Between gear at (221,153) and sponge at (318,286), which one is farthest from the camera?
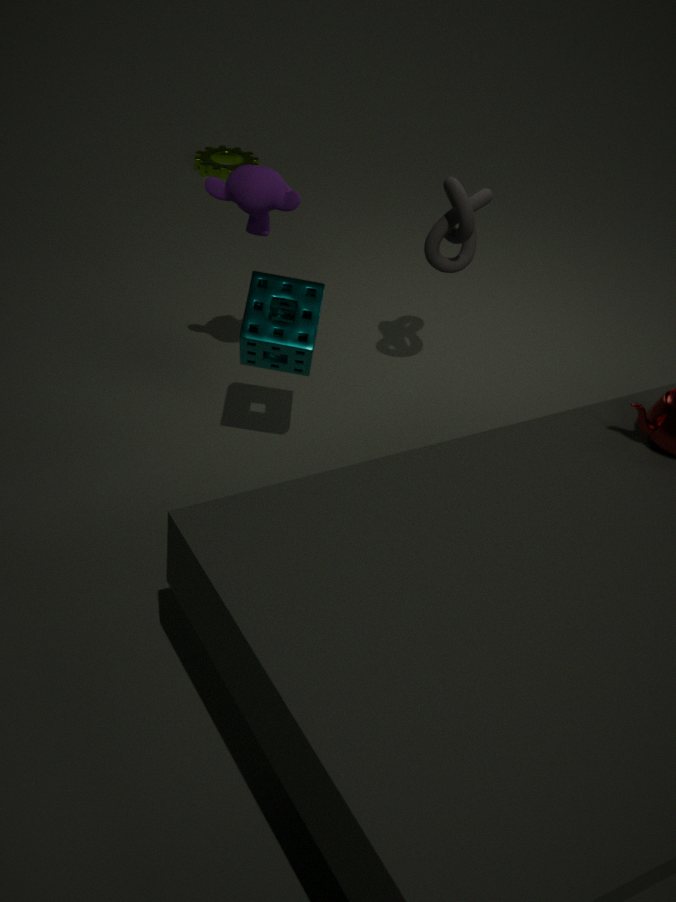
gear at (221,153)
